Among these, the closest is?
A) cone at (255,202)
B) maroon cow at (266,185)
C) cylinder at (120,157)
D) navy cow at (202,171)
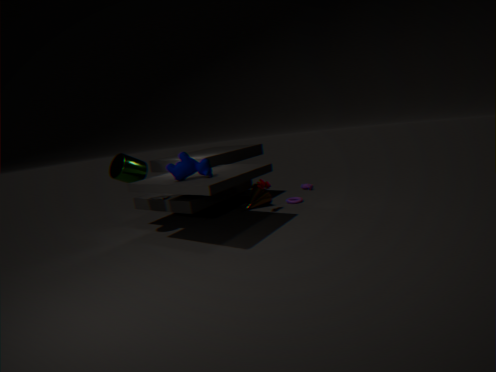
navy cow at (202,171)
